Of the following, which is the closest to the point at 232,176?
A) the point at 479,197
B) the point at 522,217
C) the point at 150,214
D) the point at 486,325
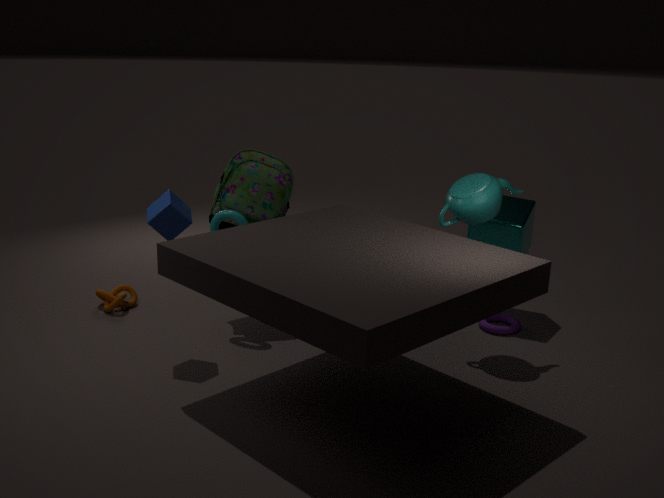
the point at 150,214
